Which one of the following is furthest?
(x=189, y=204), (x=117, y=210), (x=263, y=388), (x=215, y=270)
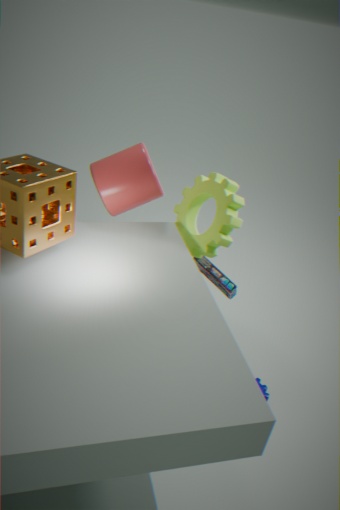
(x=189, y=204)
